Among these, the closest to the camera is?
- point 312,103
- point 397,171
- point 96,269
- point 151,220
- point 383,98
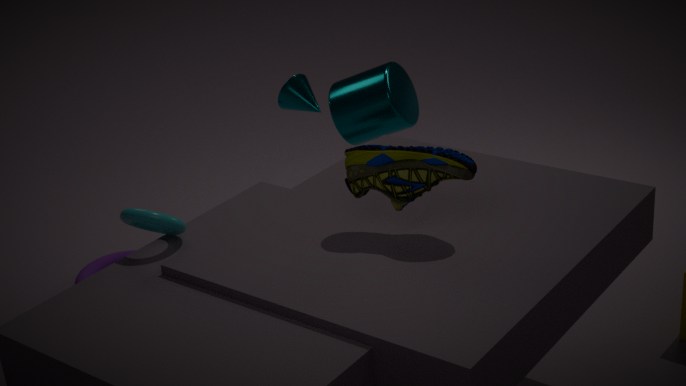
point 397,171
